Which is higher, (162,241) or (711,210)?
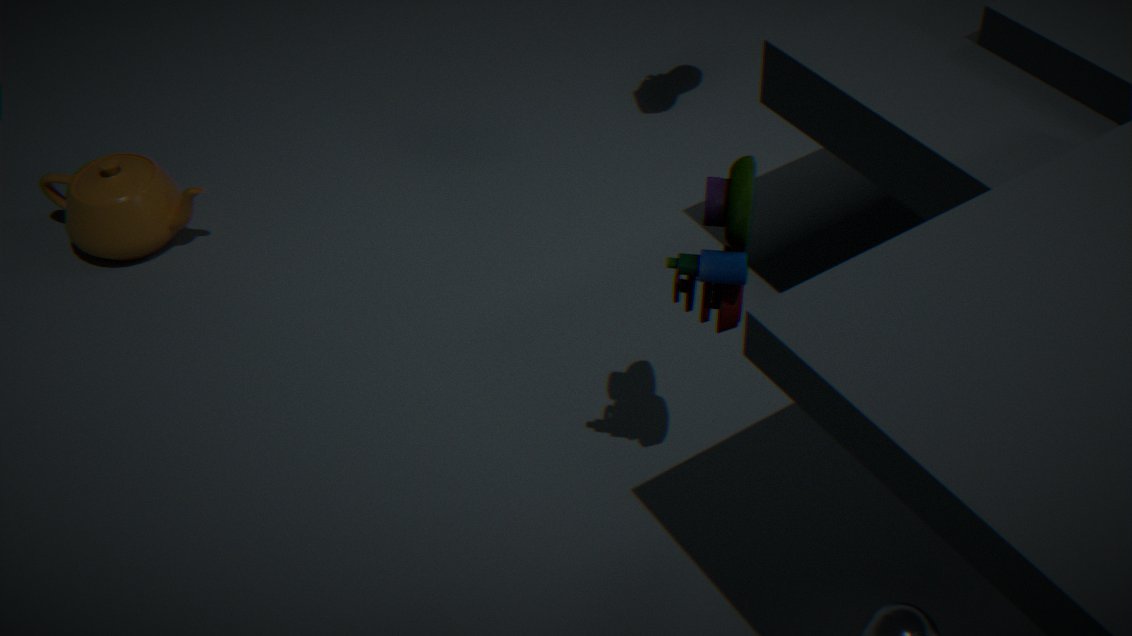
(711,210)
